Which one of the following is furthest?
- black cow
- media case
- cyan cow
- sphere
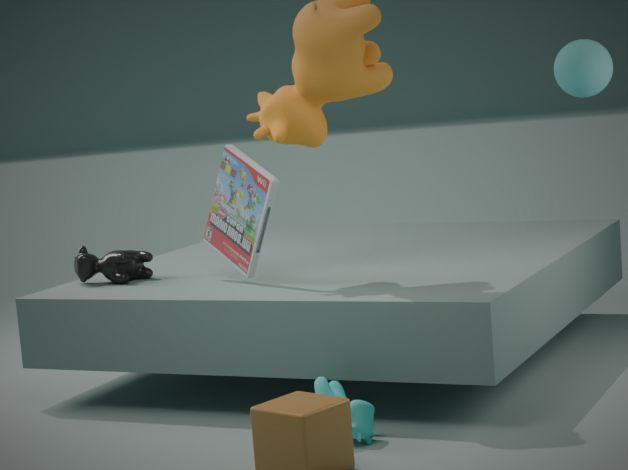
black cow
